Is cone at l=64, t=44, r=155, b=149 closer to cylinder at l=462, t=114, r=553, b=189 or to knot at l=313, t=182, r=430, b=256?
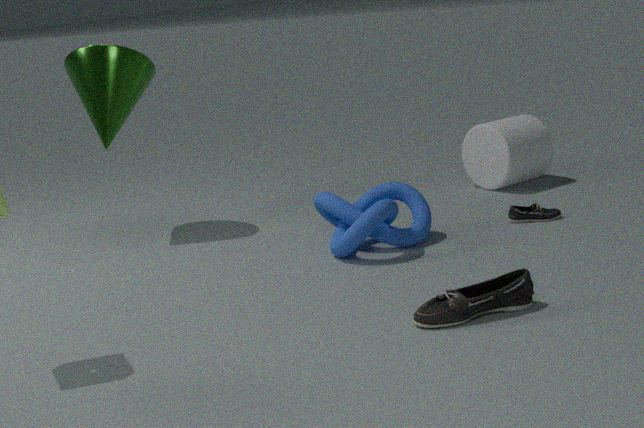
knot at l=313, t=182, r=430, b=256
